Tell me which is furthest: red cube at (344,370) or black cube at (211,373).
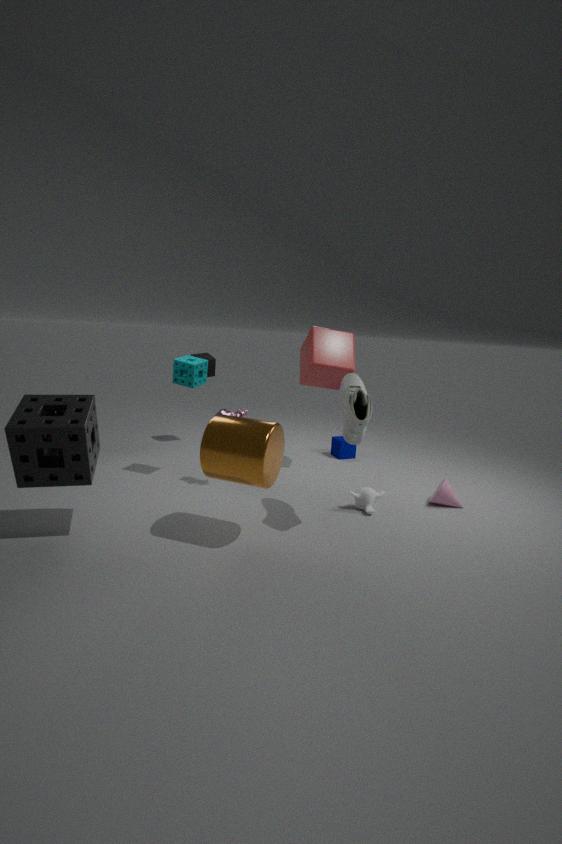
black cube at (211,373)
